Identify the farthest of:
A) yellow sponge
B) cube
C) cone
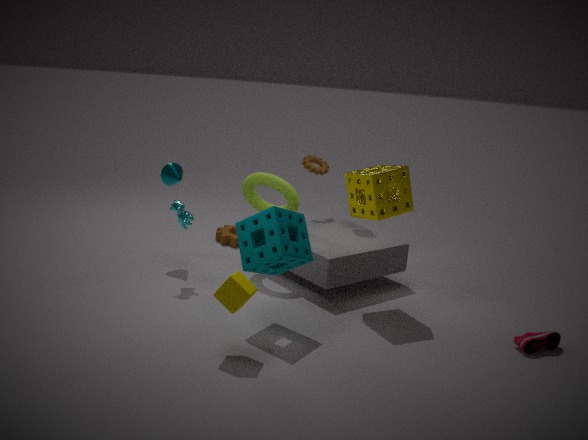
cone
